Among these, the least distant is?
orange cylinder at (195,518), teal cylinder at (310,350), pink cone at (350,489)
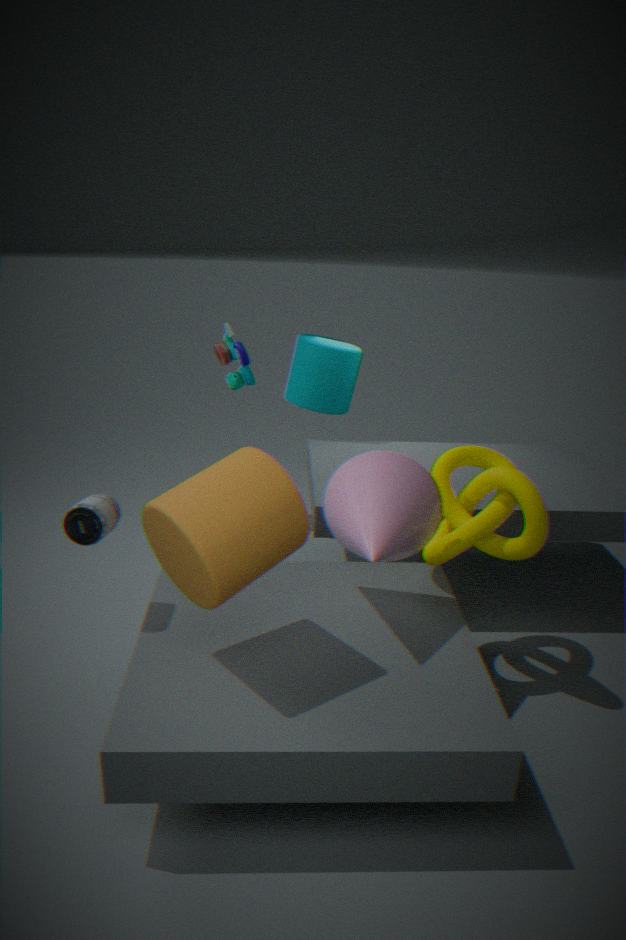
orange cylinder at (195,518)
